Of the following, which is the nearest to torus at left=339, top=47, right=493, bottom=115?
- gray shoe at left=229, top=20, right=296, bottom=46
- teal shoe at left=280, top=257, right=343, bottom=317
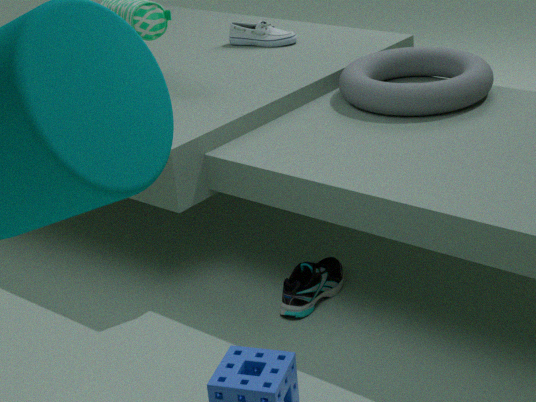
gray shoe at left=229, top=20, right=296, bottom=46
